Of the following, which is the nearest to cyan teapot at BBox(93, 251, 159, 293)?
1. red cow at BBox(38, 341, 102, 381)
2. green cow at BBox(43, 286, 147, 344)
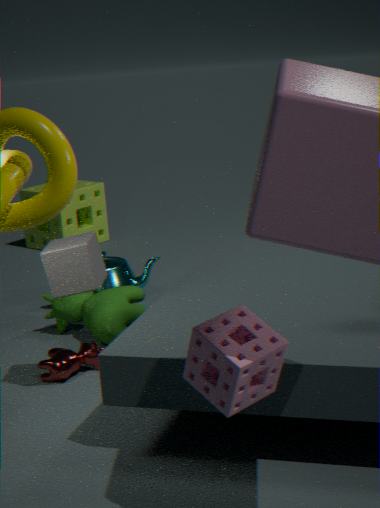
green cow at BBox(43, 286, 147, 344)
